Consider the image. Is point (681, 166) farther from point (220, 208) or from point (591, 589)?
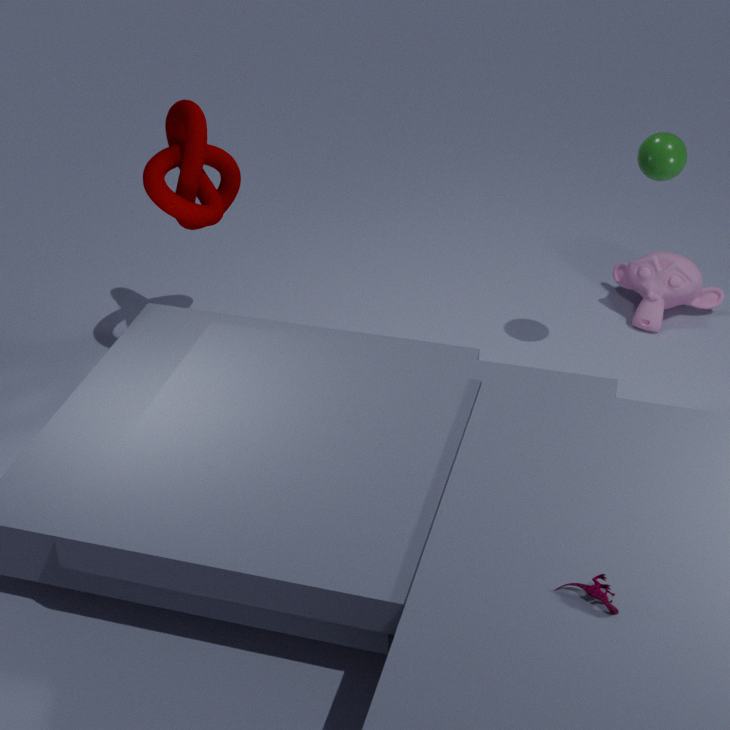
point (591, 589)
